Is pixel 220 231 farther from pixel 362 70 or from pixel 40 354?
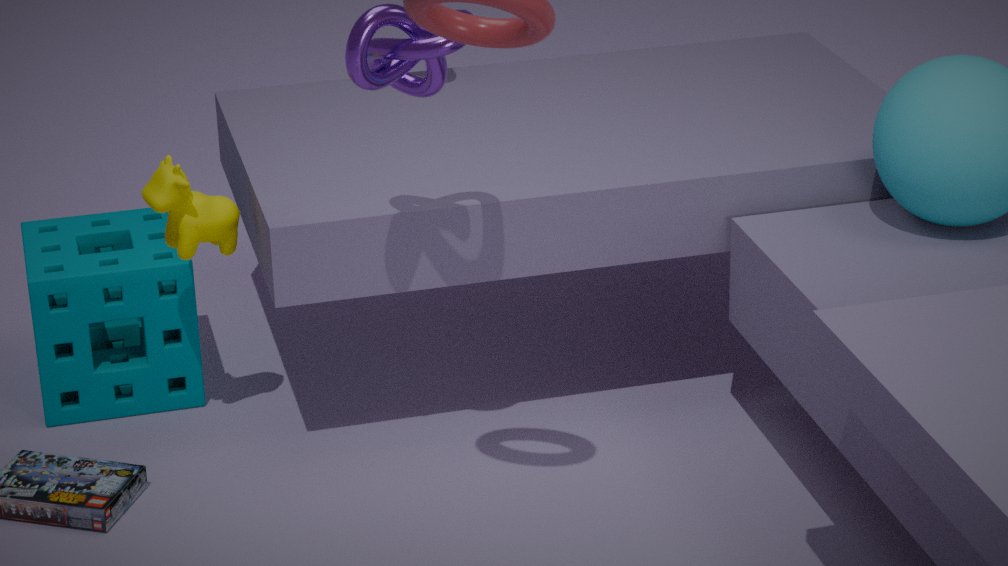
pixel 362 70
